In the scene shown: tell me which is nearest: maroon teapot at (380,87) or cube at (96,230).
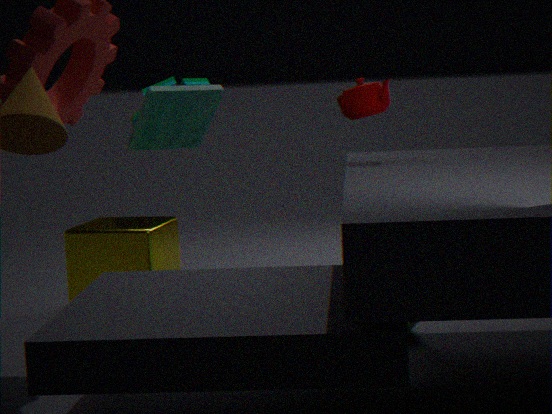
maroon teapot at (380,87)
